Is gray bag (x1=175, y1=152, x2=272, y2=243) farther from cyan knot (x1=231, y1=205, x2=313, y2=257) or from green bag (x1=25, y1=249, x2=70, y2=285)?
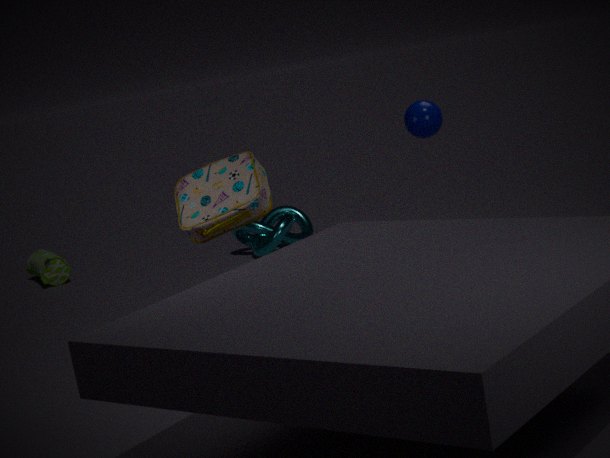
green bag (x1=25, y1=249, x2=70, y2=285)
